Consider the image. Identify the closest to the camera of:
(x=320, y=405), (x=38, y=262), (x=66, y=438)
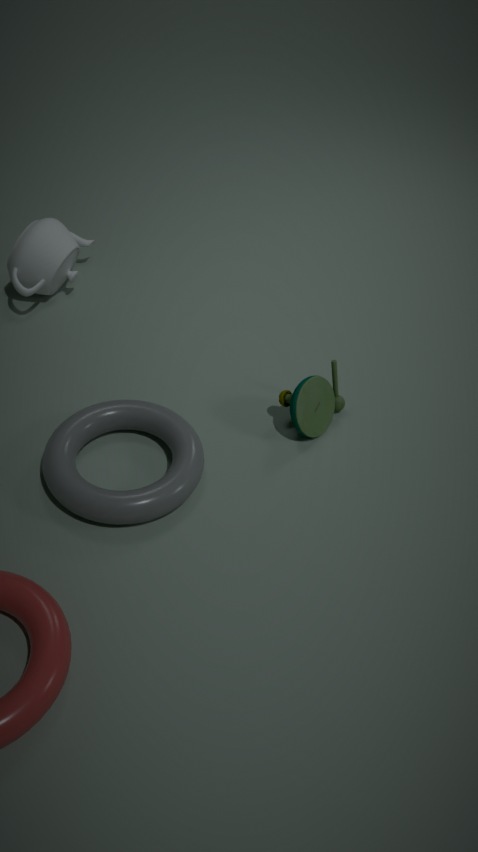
(x=66, y=438)
